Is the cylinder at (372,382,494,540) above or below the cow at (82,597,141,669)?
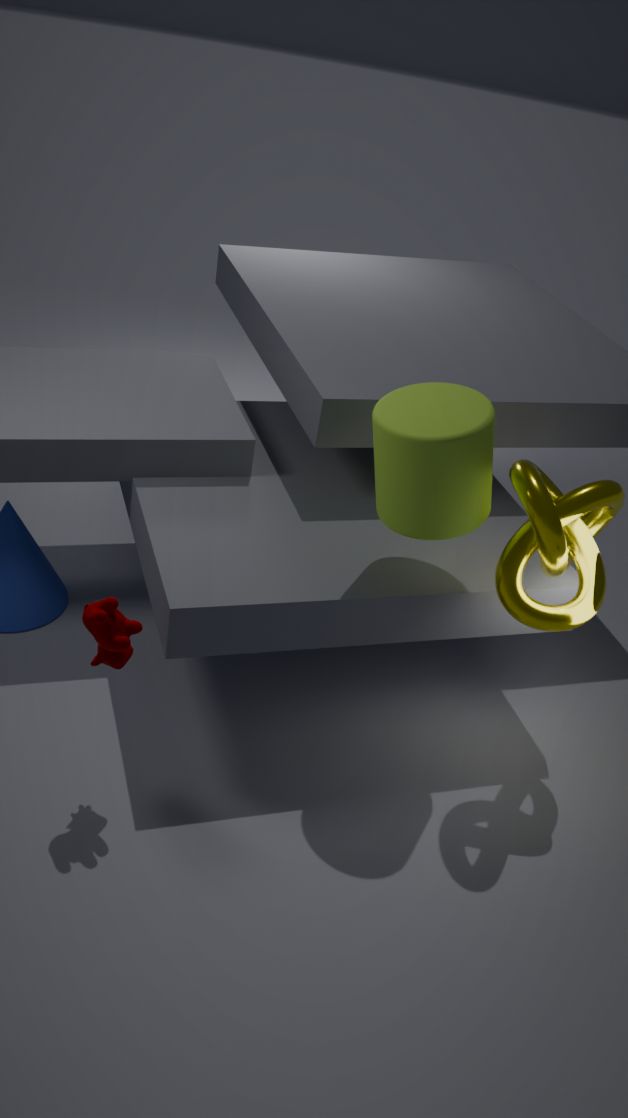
above
